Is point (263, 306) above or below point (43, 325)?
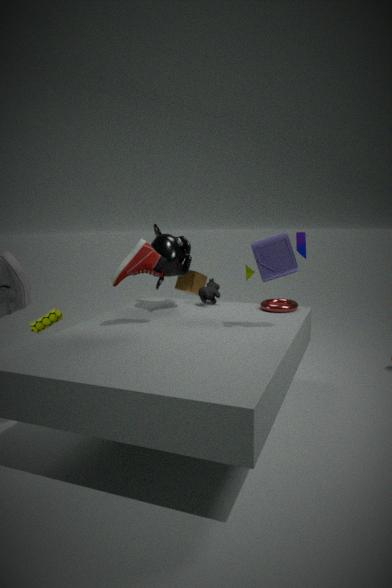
above
